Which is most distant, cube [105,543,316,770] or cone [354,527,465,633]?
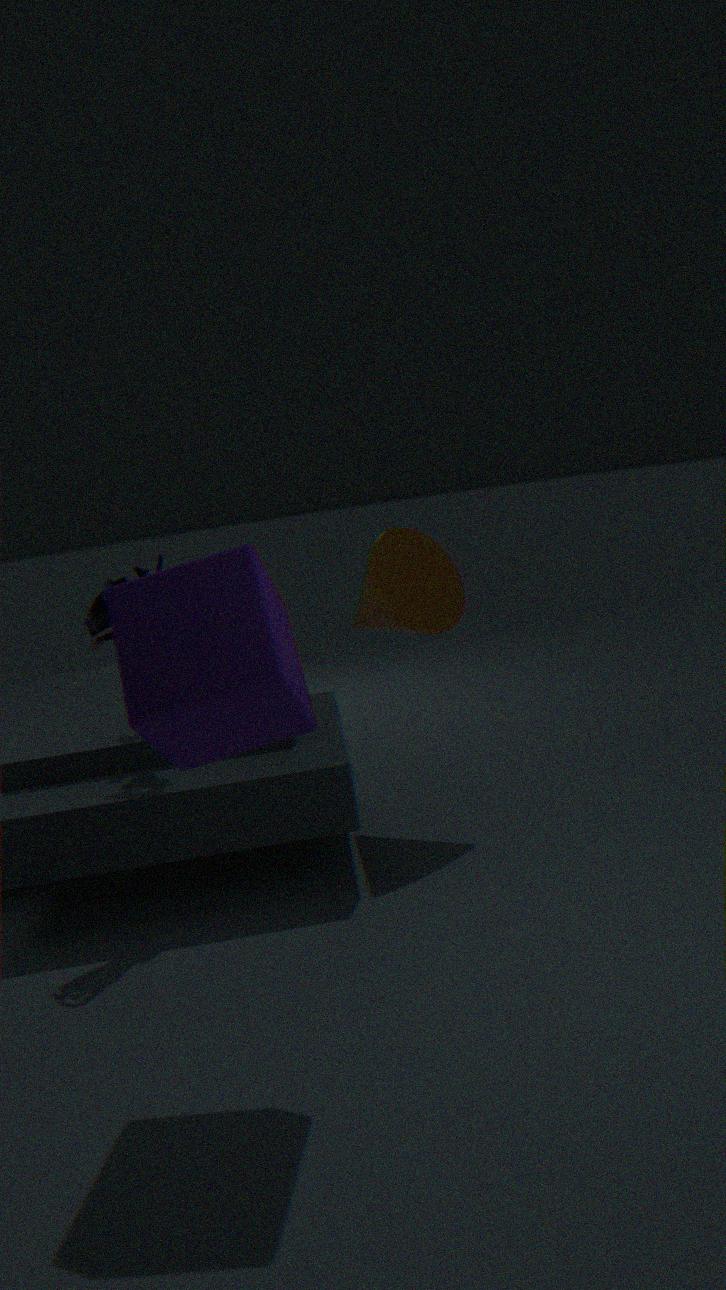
cone [354,527,465,633]
